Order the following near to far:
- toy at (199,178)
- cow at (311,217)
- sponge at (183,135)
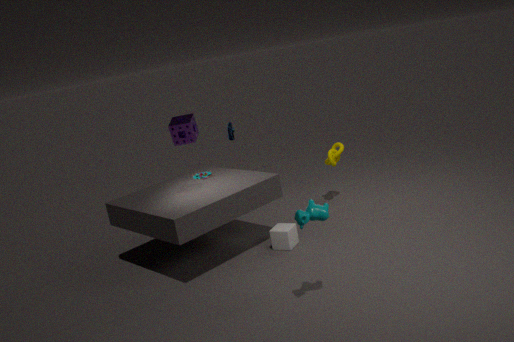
cow at (311,217), sponge at (183,135), toy at (199,178)
